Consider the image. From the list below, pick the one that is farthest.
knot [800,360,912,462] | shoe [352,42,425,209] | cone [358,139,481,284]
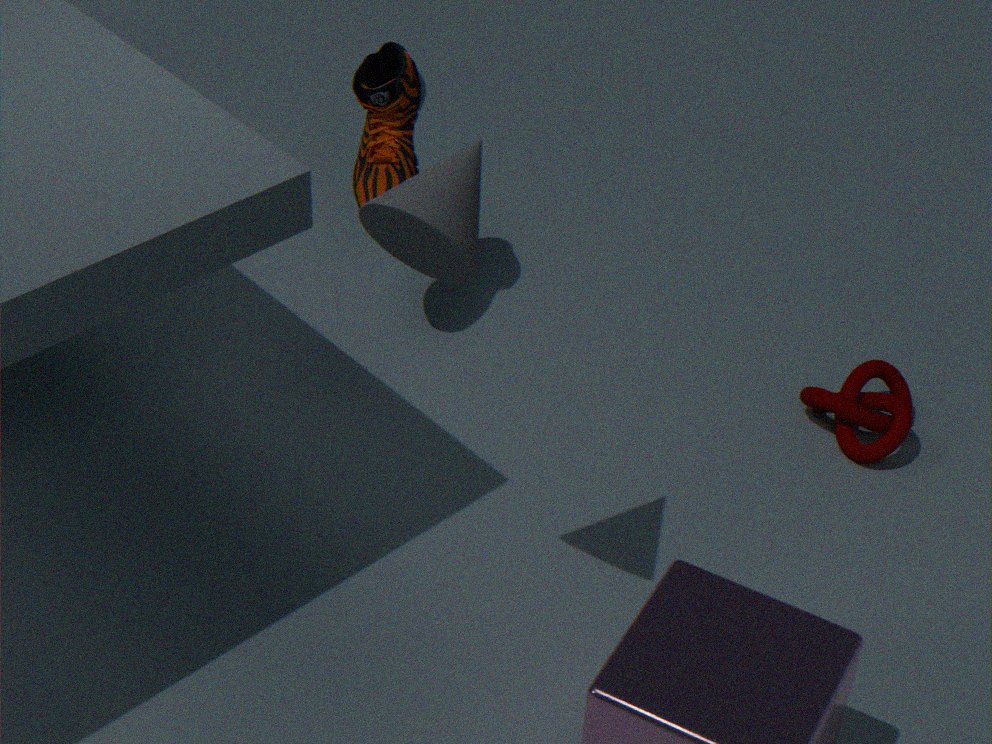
knot [800,360,912,462]
